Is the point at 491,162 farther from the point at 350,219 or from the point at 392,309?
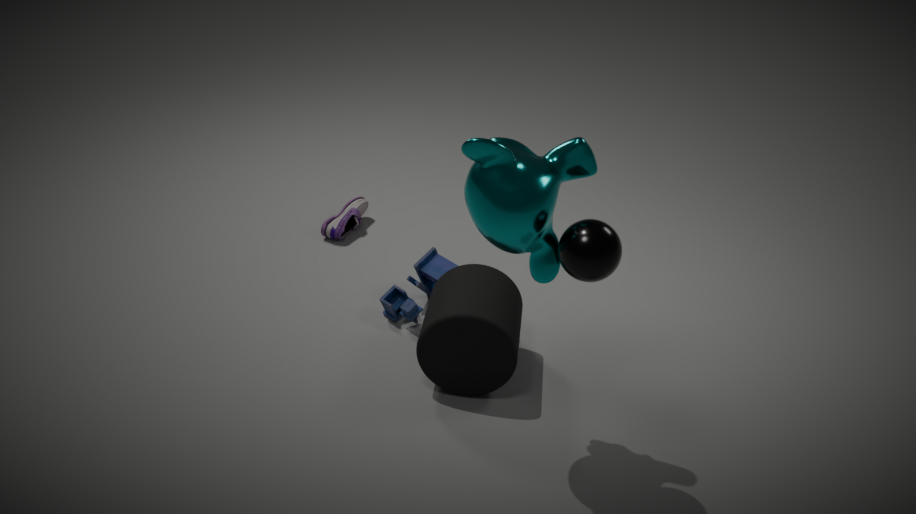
the point at 350,219
